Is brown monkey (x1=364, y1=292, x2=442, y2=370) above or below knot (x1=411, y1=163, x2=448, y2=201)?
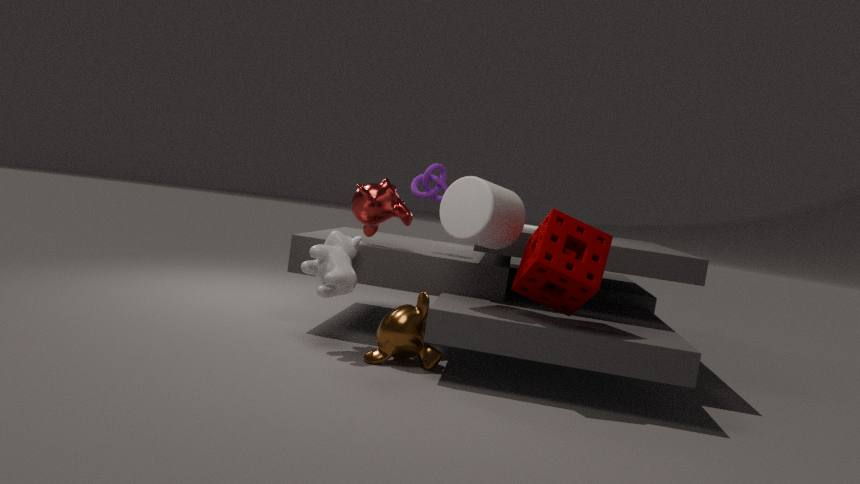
below
